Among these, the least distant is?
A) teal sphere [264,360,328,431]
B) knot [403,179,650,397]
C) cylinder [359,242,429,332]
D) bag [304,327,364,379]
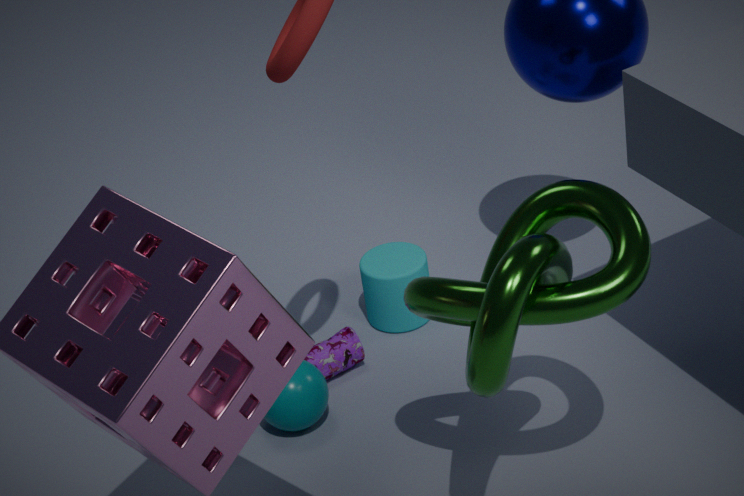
knot [403,179,650,397]
